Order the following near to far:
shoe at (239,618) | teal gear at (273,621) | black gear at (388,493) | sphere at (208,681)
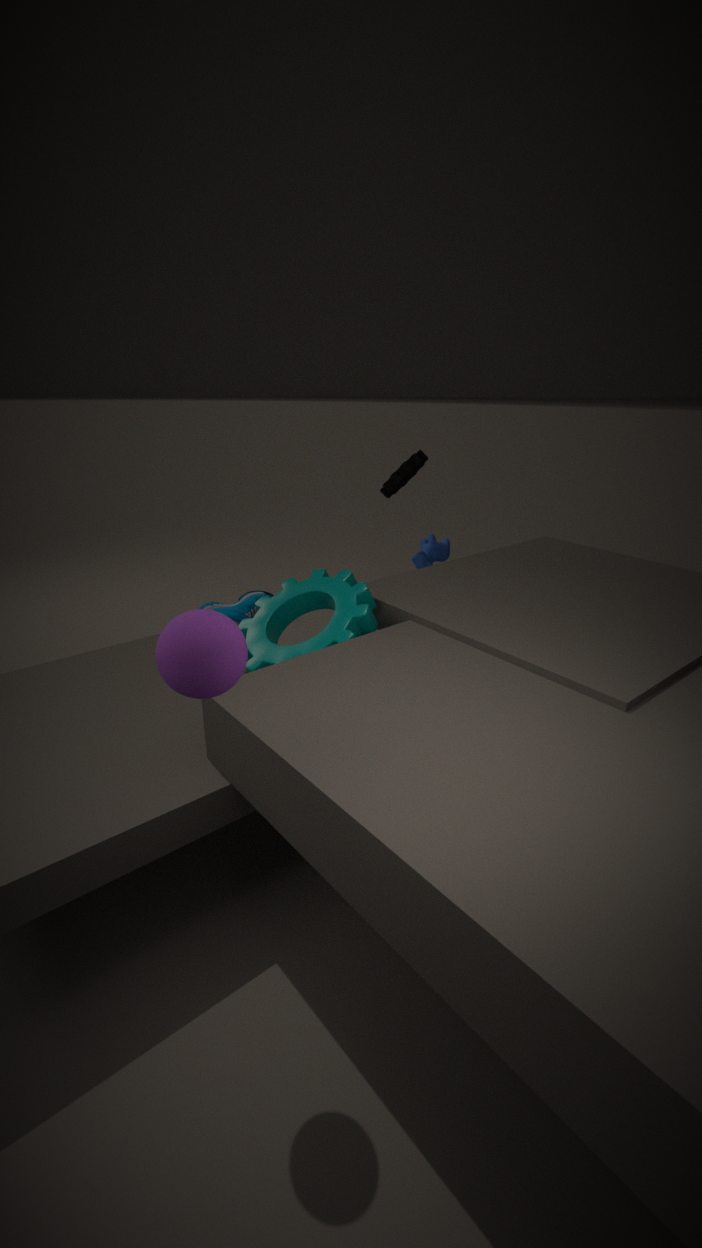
1. sphere at (208,681)
2. teal gear at (273,621)
3. black gear at (388,493)
4. shoe at (239,618)
